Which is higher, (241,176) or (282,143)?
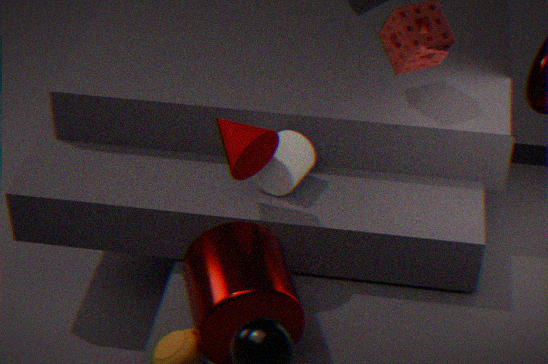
(241,176)
